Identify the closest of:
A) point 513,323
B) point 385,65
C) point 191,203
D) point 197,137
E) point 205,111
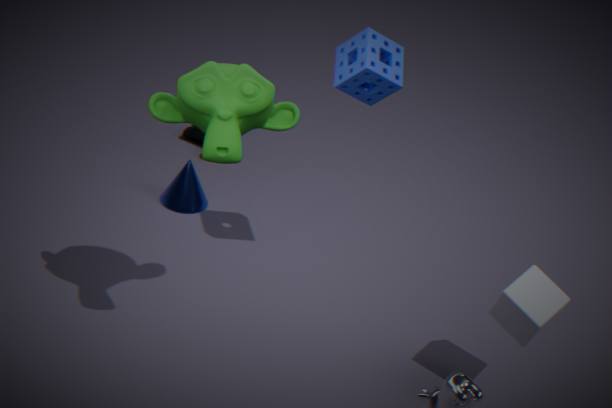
E. point 205,111
